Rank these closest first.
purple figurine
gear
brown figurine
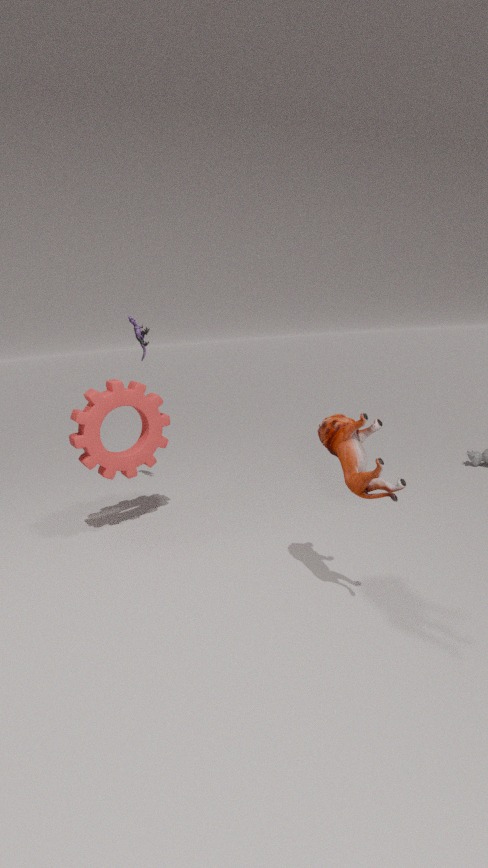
brown figurine, gear, purple figurine
